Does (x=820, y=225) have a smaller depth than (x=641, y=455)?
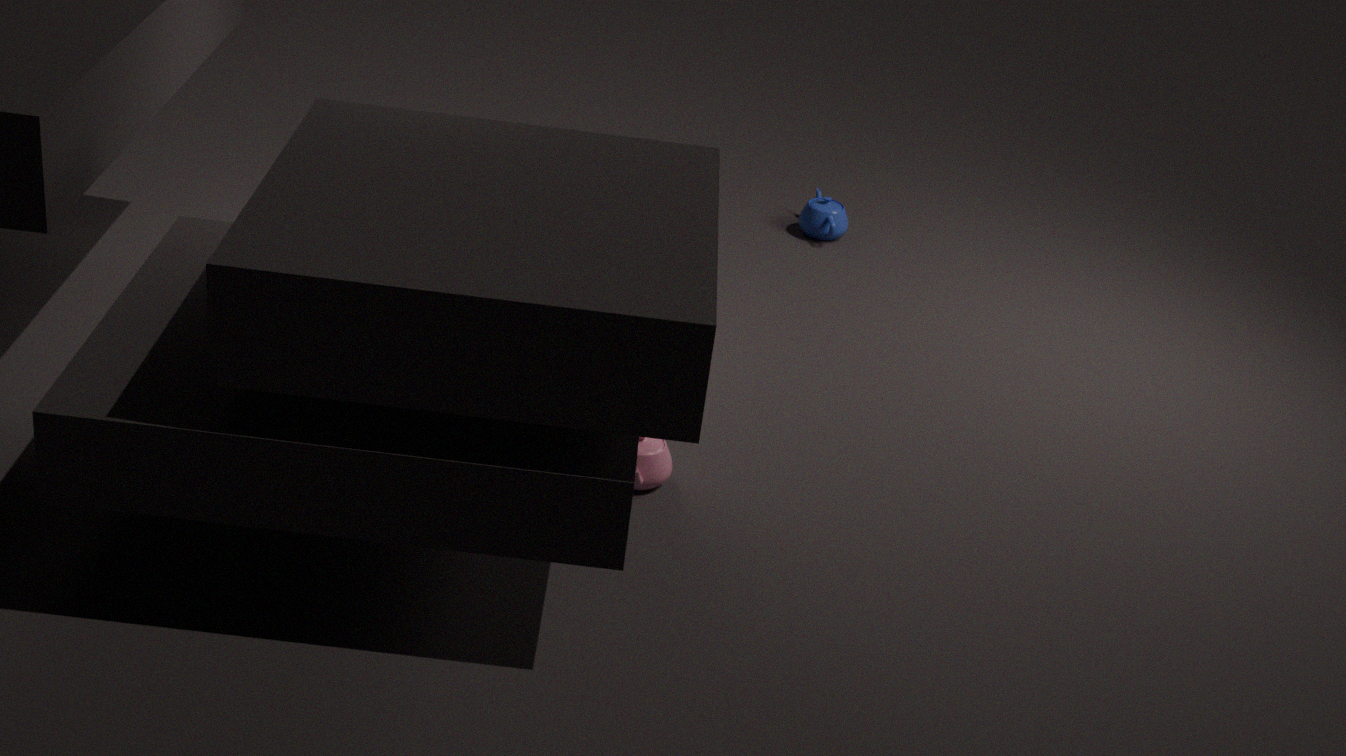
No
